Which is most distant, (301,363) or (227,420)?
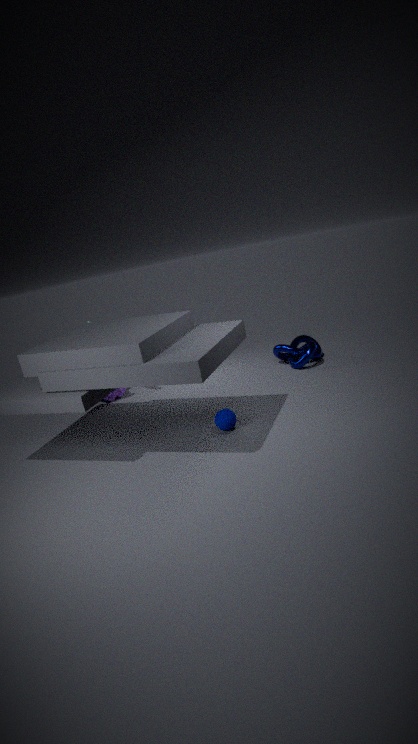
(301,363)
